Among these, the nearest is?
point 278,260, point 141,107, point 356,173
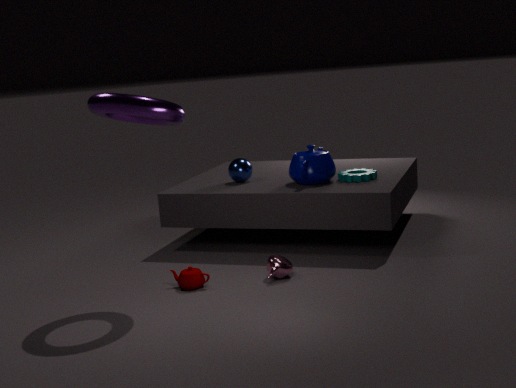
point 141,107
